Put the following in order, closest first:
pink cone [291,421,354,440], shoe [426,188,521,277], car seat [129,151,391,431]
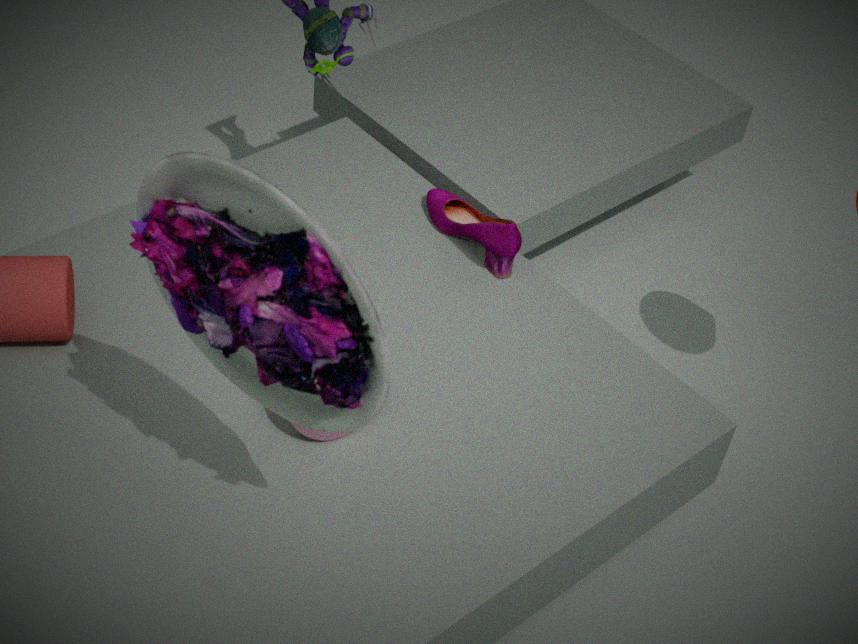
car seat [129,151,391,431], pink cone [291,421,354,440], shoe [426,188,521,277]
